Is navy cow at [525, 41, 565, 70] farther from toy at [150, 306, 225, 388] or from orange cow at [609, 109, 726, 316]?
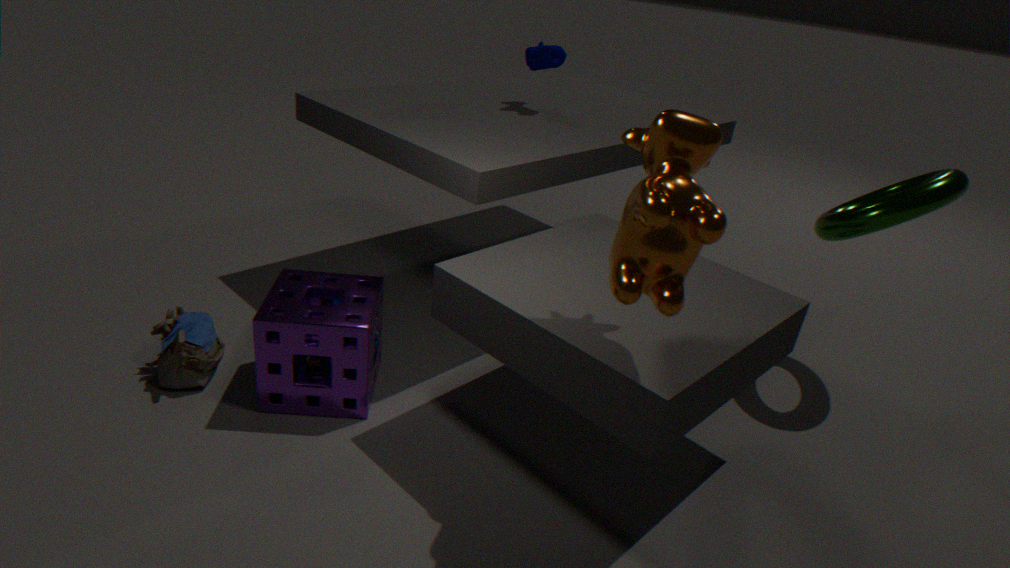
toy at [150, 306, 225, 388]
